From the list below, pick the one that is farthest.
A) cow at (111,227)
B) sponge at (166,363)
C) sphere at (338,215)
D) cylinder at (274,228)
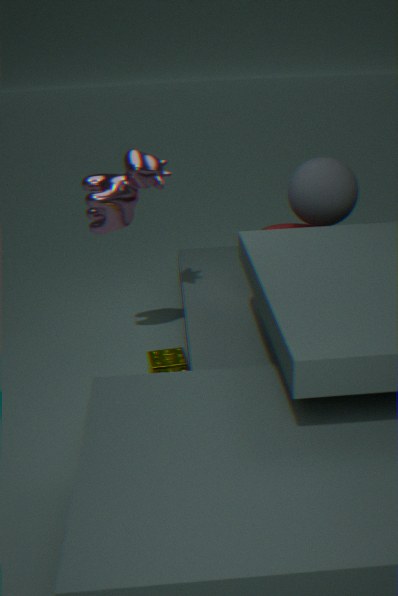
cylinder at (274,228)
